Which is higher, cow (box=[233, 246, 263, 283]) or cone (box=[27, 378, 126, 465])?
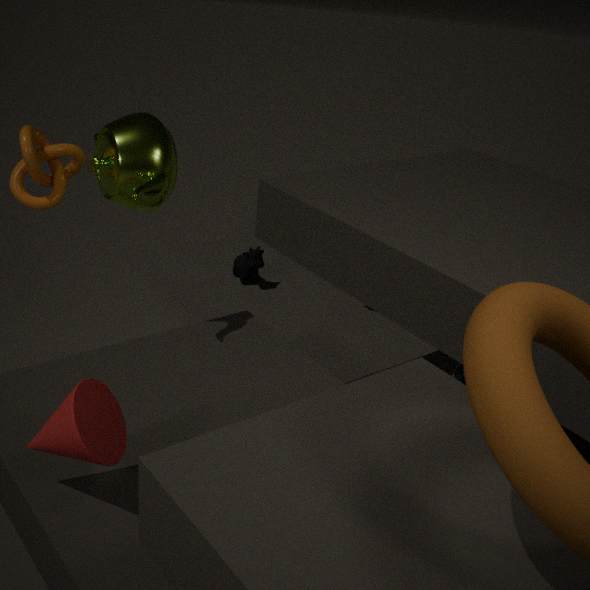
cone (box=[27, 378, 126, 465])
